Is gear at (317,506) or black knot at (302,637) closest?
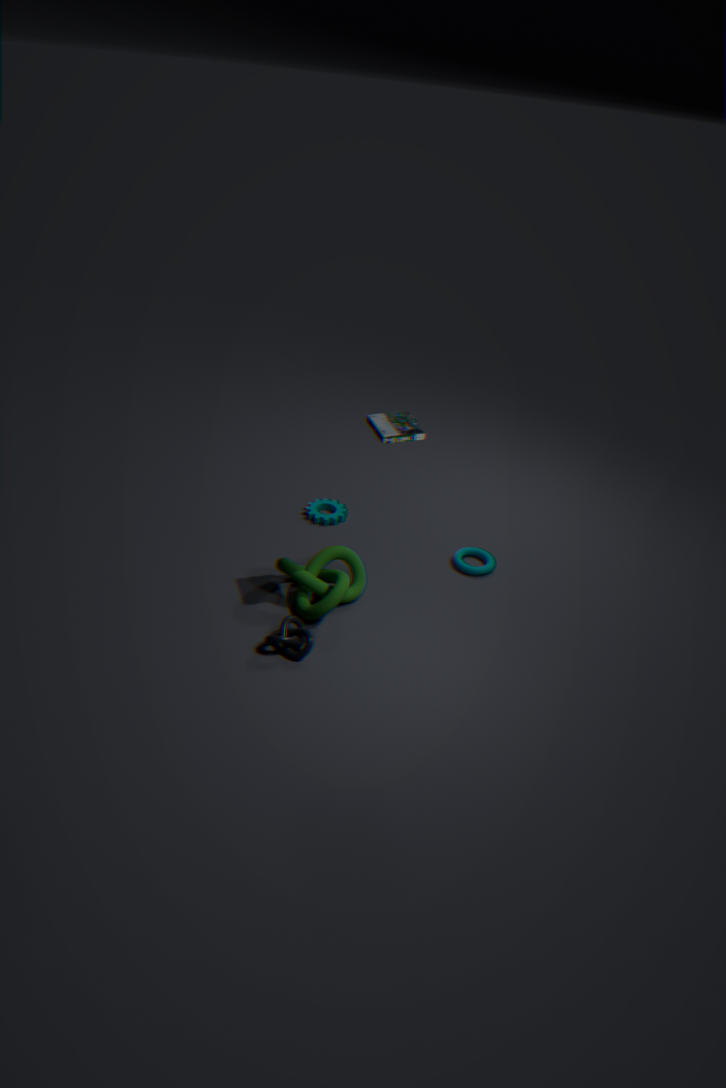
black knot at (302,637)
